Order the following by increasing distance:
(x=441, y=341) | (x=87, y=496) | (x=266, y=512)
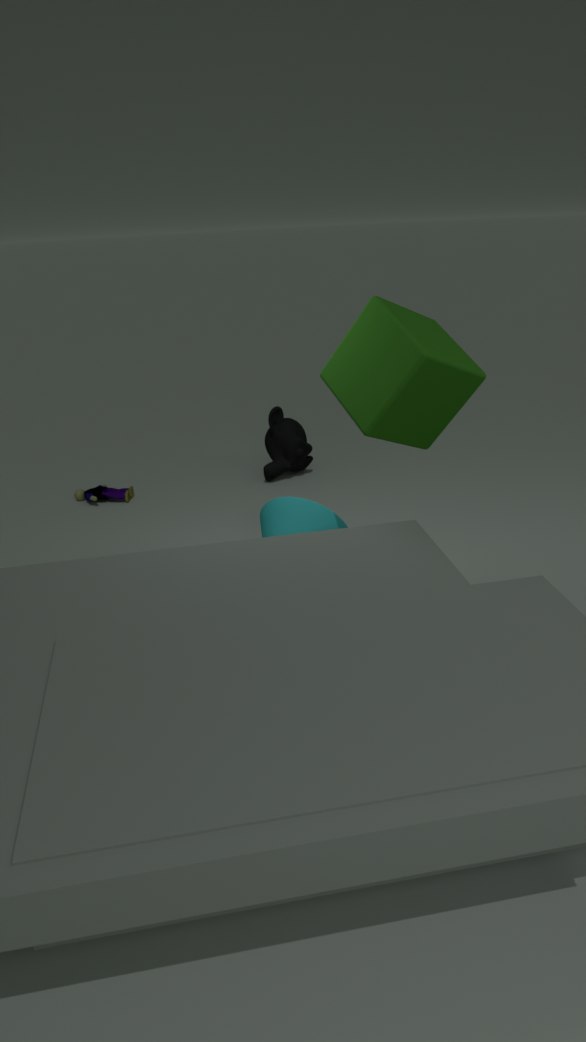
(x=441, y=341), (x=266, y=512), (x=87, y=496)
